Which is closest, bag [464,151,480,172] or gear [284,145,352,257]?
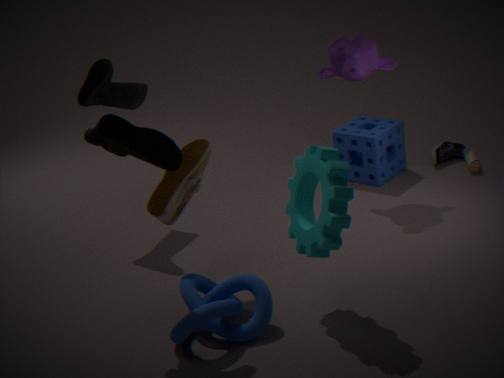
gear [284,145,352,257]
